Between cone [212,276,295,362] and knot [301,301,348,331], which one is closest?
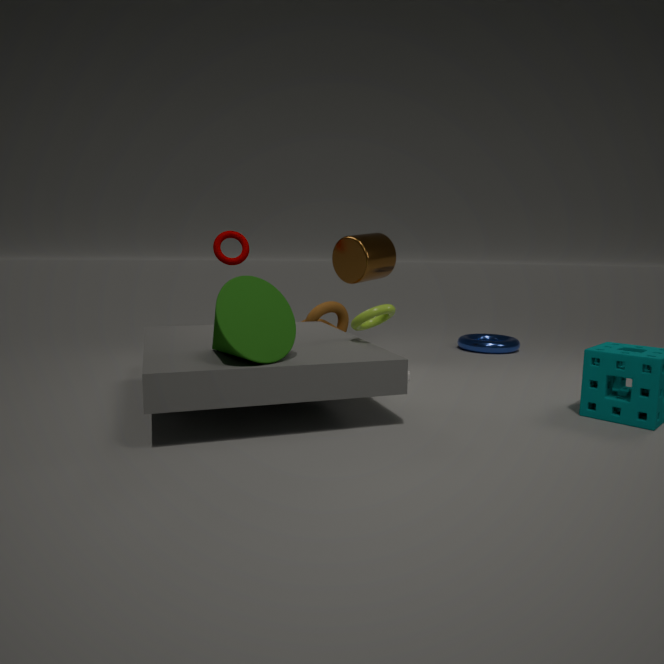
cone [212,276,295,362]
